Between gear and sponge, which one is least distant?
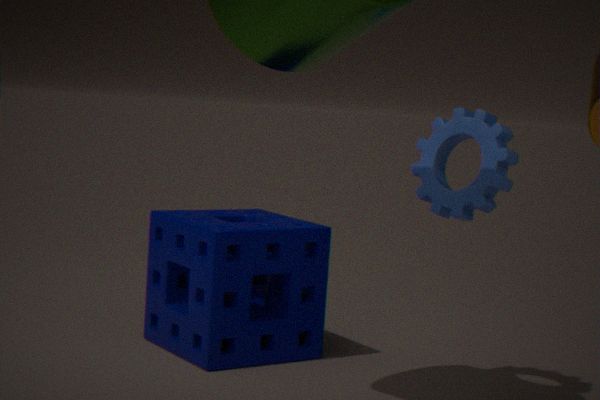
gear
